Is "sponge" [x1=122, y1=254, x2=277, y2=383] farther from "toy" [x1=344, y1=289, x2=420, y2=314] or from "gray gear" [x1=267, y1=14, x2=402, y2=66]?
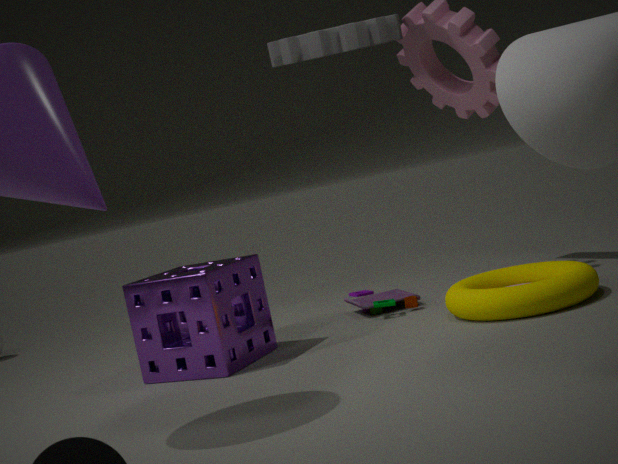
"gray gear" [x1=267, y1=14, x2=402, y2=66]
